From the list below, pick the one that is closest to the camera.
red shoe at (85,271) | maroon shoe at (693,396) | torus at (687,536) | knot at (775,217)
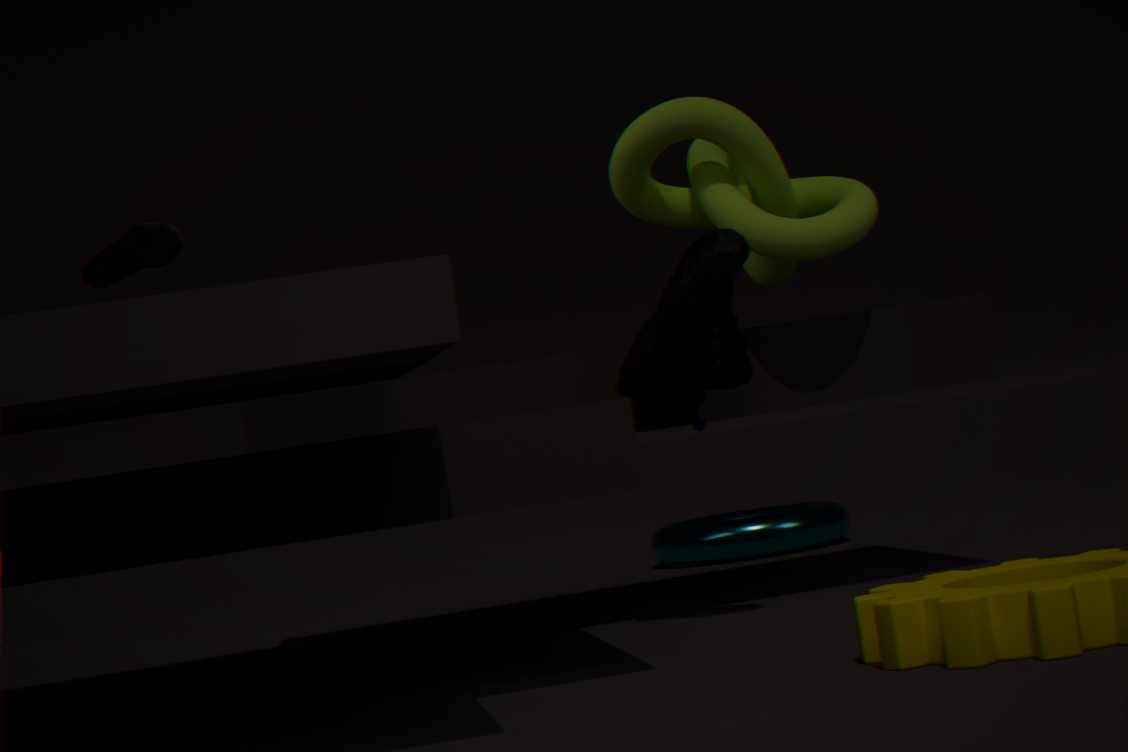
red shoe at (85,271)
